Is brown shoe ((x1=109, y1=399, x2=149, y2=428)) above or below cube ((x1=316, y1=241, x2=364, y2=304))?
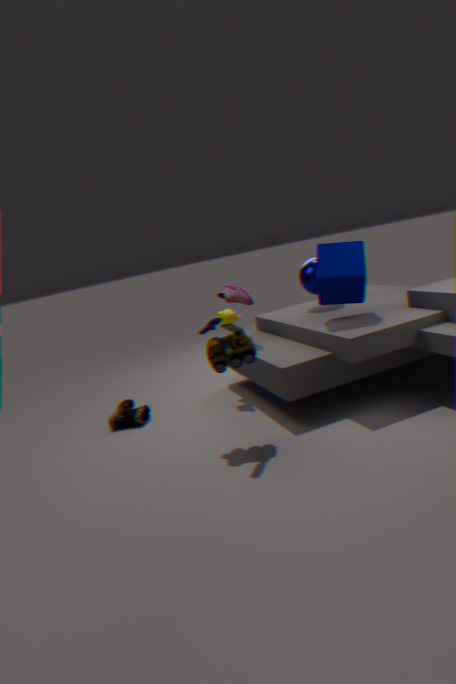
below
